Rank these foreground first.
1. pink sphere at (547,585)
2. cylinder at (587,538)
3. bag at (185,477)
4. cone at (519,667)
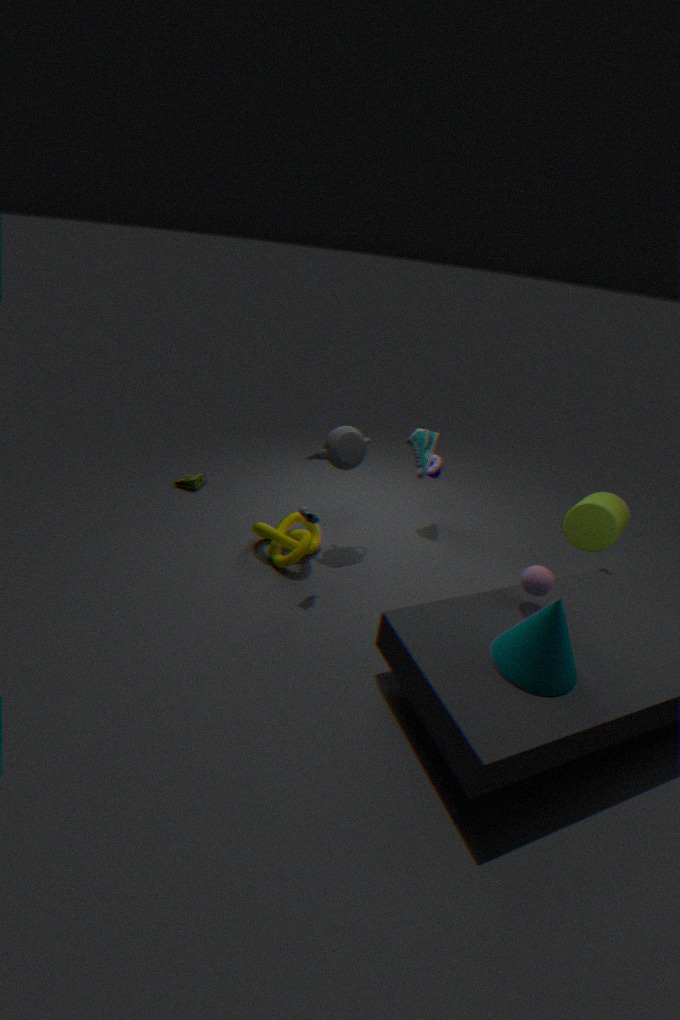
cone at (519,667)
pink sphere at (547,585)
cylinder at (587,538)
bag at (185,477)
